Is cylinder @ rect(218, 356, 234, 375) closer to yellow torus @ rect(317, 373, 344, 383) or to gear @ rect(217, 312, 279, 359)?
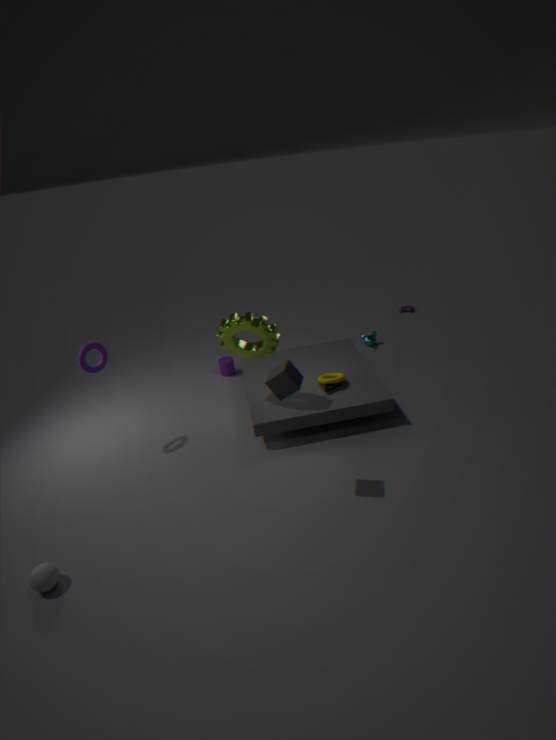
gear @ rect(217, 312, 279, 359)
